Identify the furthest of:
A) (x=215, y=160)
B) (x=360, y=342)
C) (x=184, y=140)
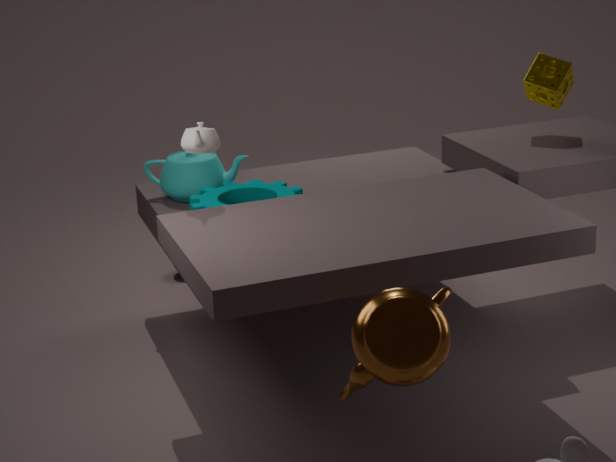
(x=215, y=160)
